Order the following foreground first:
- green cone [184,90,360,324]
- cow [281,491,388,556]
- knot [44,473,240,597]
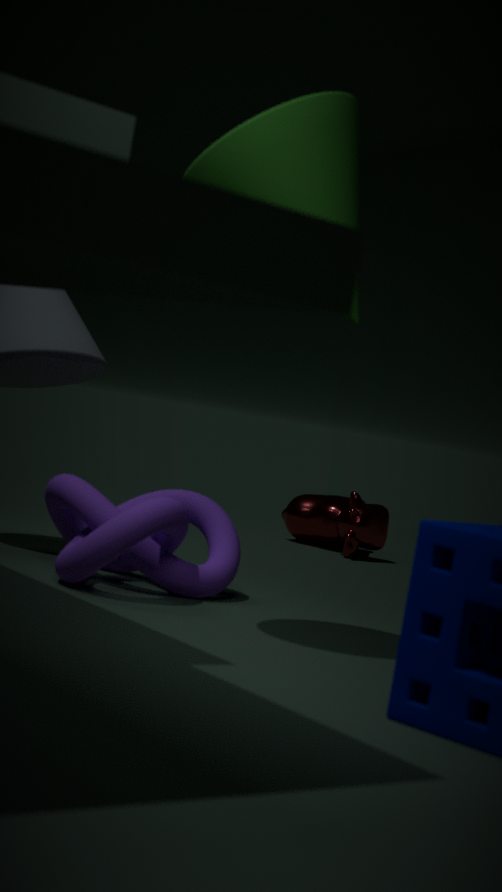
green cone [184,90,360,324]
knot [44,473,240,597]
cow [281,491,388,556]
